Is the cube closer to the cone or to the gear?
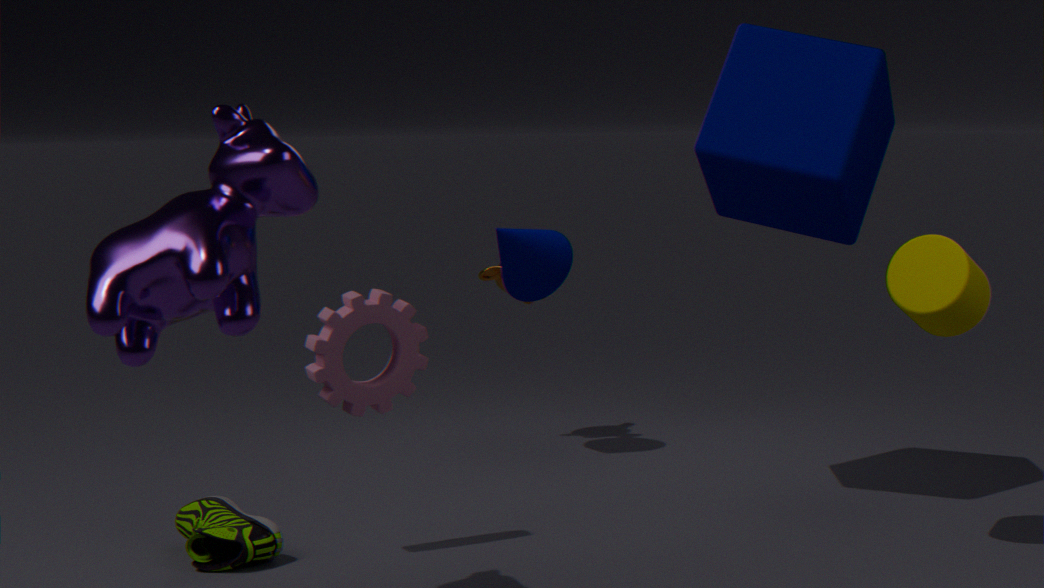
the cone
